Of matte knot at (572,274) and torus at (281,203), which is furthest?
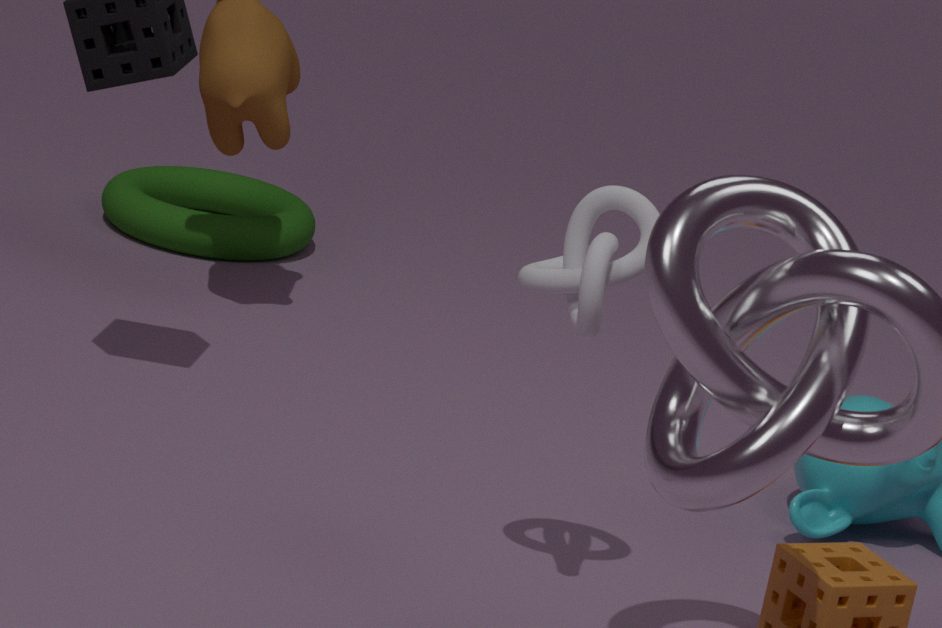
torus at (281,203)
